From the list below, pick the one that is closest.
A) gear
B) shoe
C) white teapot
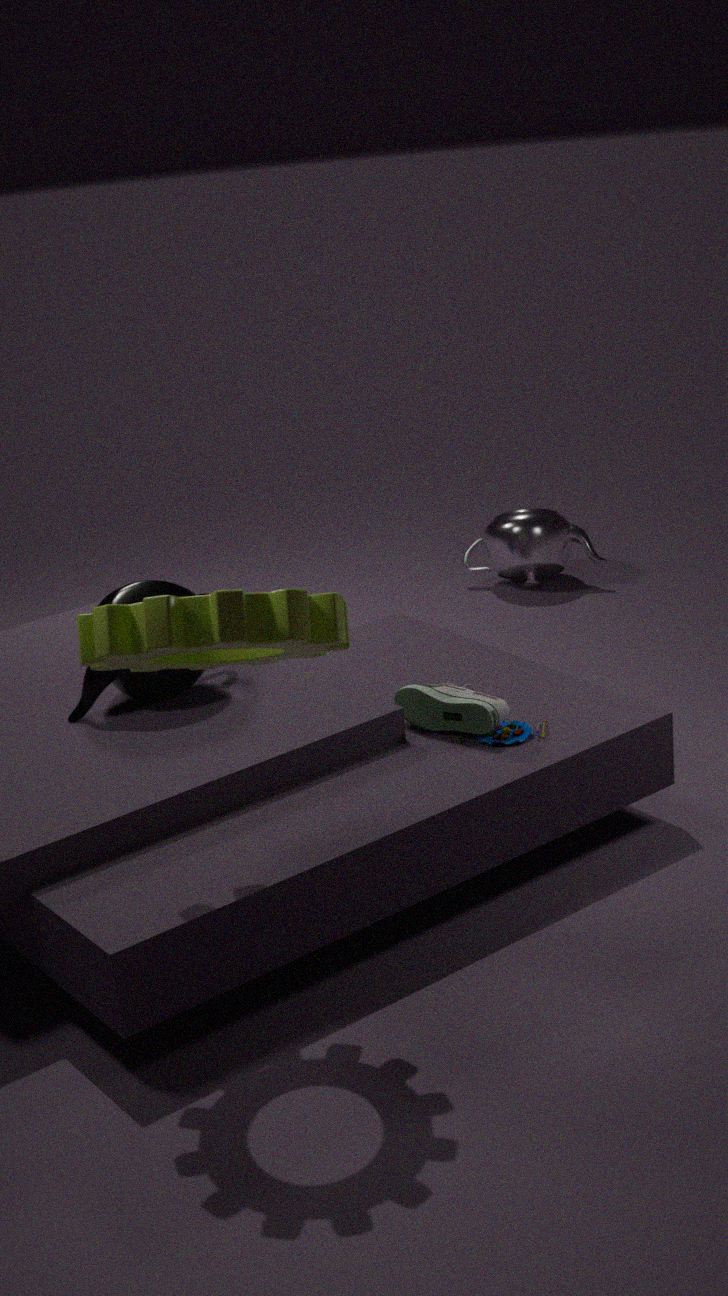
gear
